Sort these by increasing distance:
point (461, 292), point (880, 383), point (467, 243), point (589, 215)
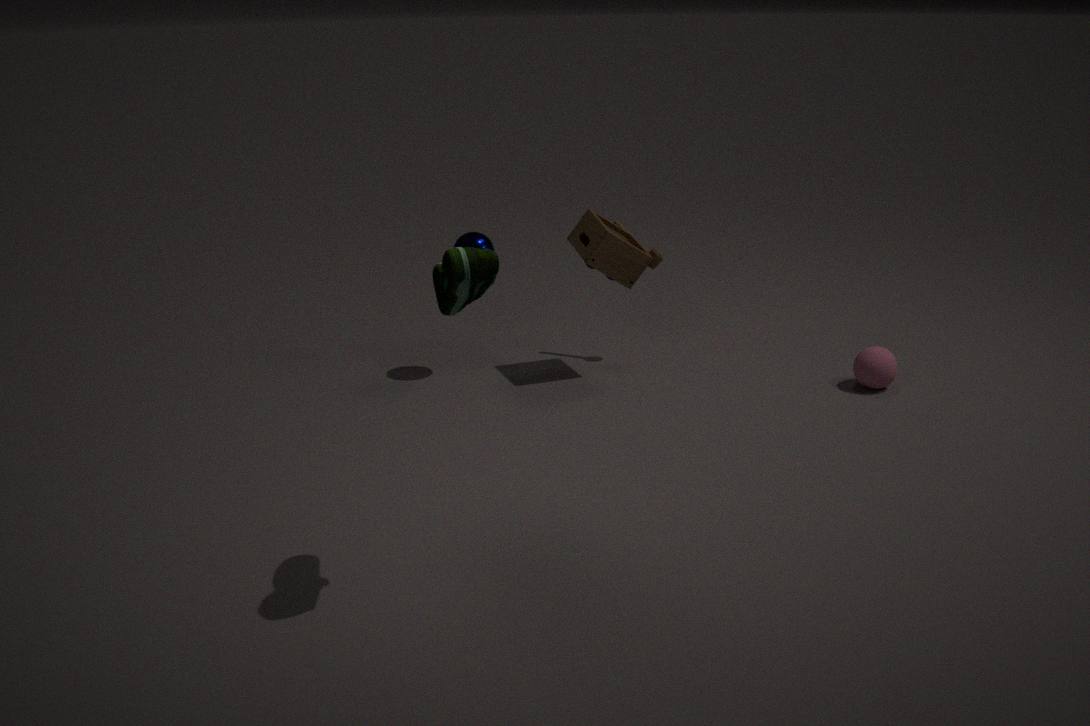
point (461, 292)
point (880, 383)
point (467, 243)
point (589, 215)
